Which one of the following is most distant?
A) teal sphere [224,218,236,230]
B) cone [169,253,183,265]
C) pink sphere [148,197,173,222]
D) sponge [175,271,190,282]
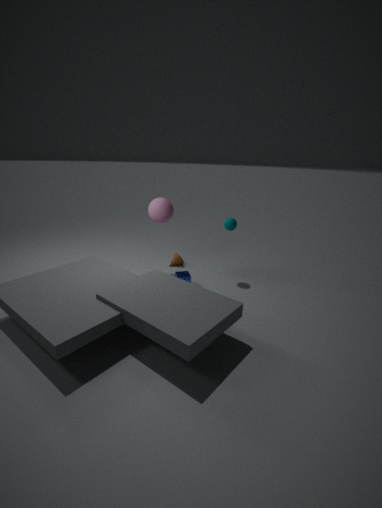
cone [169,253,183,265]
